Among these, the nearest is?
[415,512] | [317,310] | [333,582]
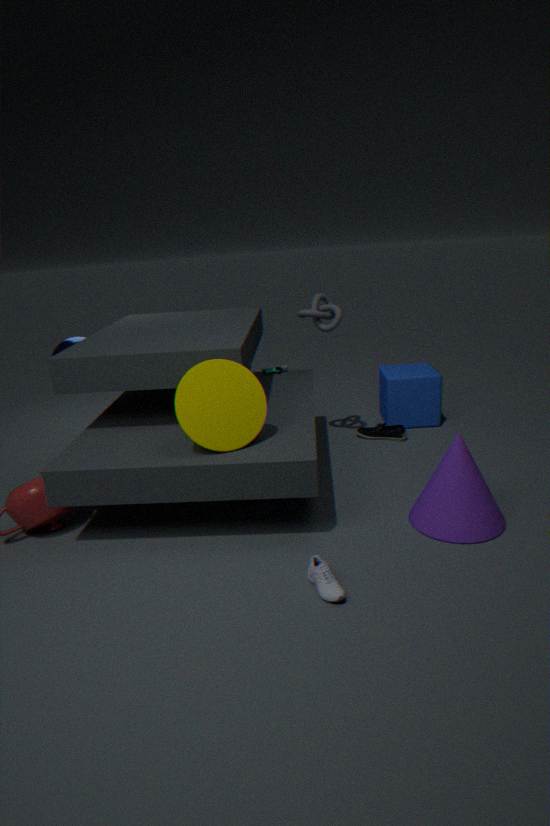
[333,582]
